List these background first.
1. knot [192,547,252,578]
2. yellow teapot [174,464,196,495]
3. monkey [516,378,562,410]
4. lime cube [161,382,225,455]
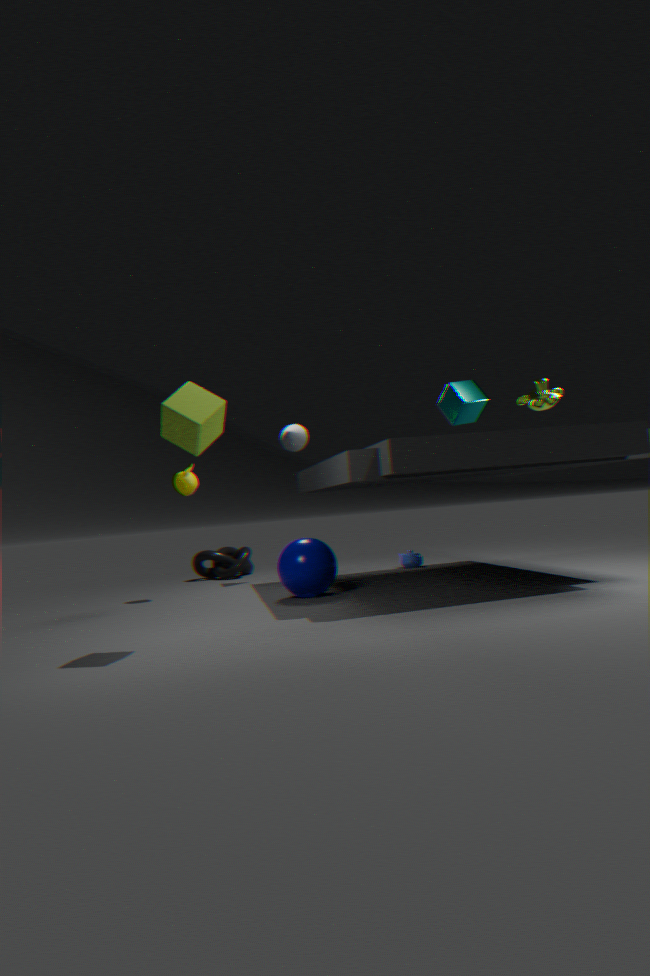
knot [192,547,252,578]
yellow teapot [174,464,196,495]
monkey [516,378,562,410]
lime cube [161,382,225,455]
